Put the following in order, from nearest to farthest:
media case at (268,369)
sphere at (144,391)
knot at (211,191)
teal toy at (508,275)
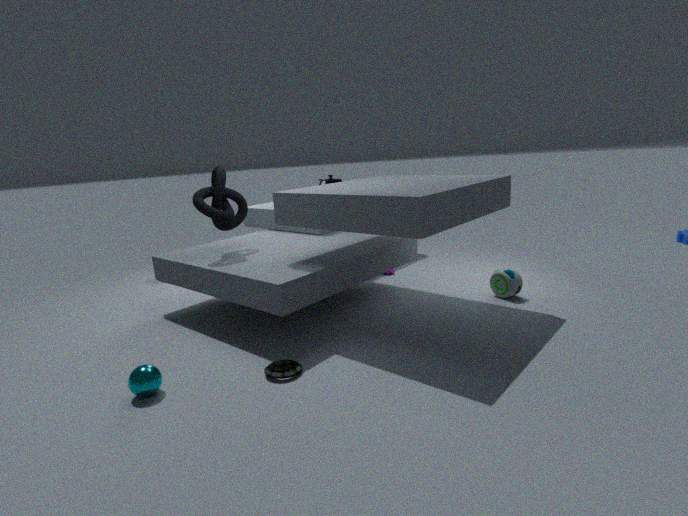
sphere at (144,391)
media case at (268,369)
knot at (211,191)
teal toy at (508,275)
